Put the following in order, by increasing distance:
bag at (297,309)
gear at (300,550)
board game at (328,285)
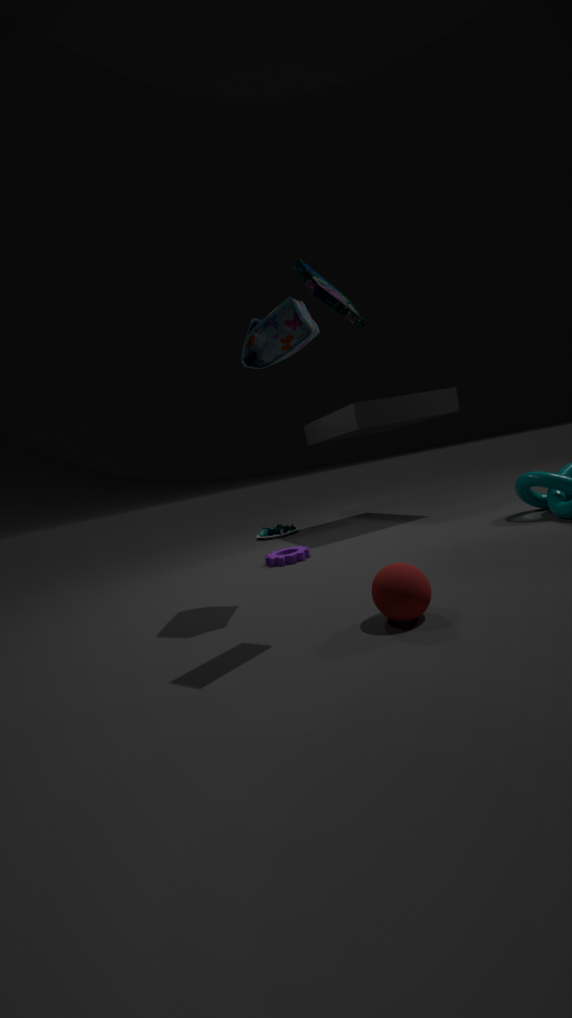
board game at (328,285) < bag at (297,309) < gear at (300,550)
